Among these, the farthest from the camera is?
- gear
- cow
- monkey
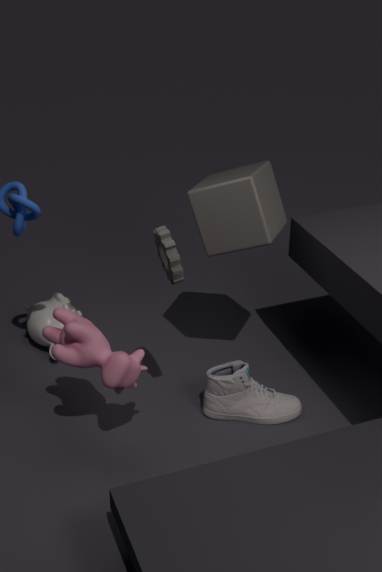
monkey
